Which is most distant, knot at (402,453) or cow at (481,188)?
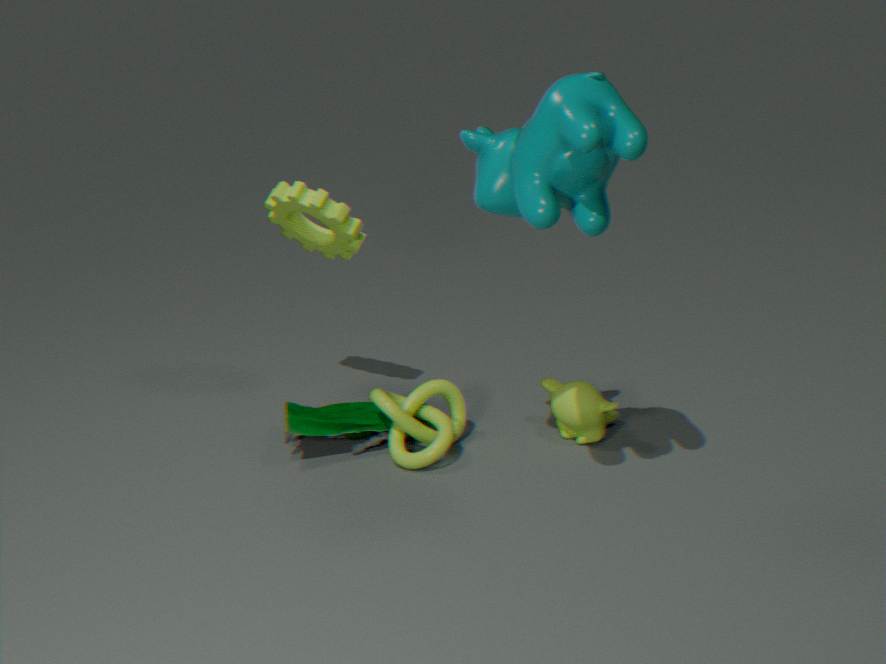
knot at (402,453)
